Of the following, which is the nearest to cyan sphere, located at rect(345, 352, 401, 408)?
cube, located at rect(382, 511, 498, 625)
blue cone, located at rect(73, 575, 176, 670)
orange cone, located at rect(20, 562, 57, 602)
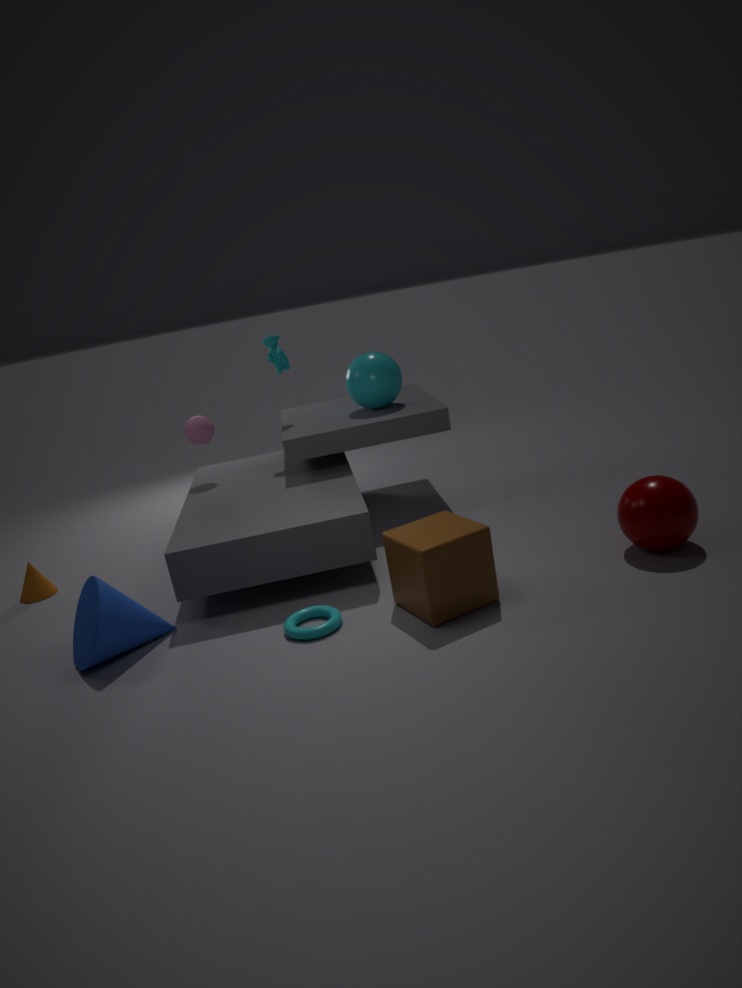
cube, located at rect(382, 511, 498, 625)
